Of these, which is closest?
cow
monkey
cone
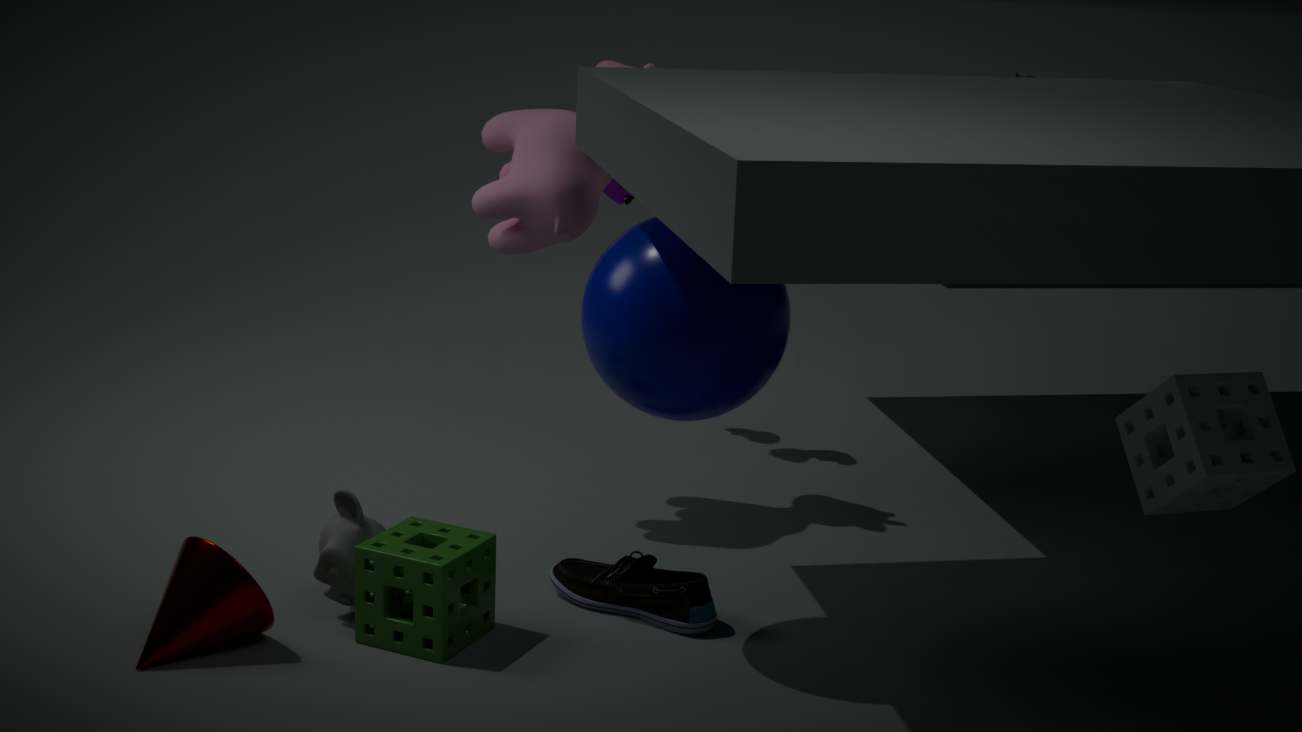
cone
